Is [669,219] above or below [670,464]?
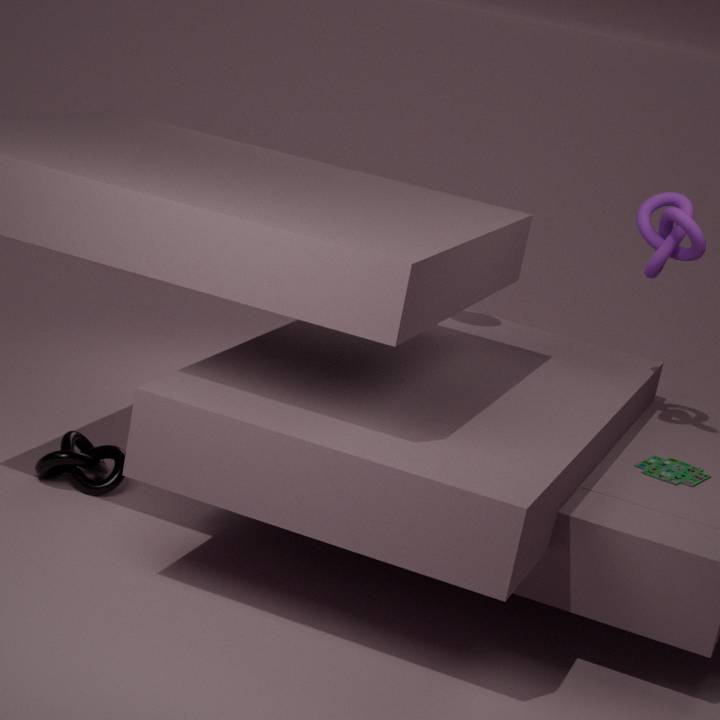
above
